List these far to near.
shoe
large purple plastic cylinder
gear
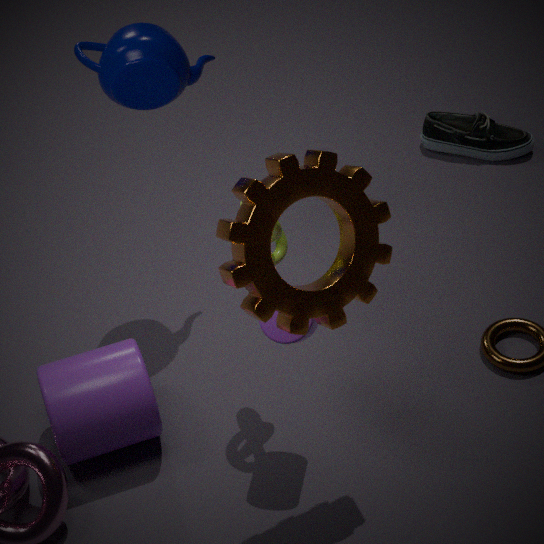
shoe
large purple plastic cylinder
gear
